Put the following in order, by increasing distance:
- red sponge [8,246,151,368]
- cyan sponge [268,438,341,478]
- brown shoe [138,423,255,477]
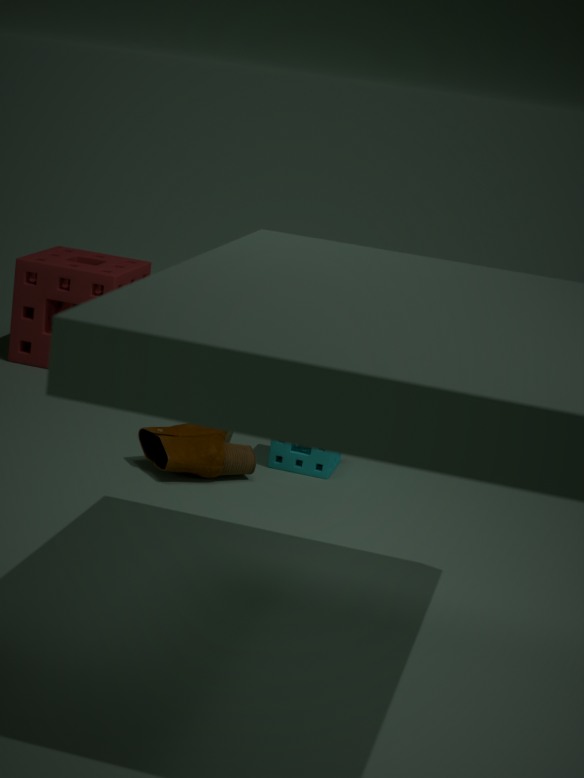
brown shoe [138,423,255,477]
cyan sponge [268,438,341,478]
red sponge [8,246,151,368]
